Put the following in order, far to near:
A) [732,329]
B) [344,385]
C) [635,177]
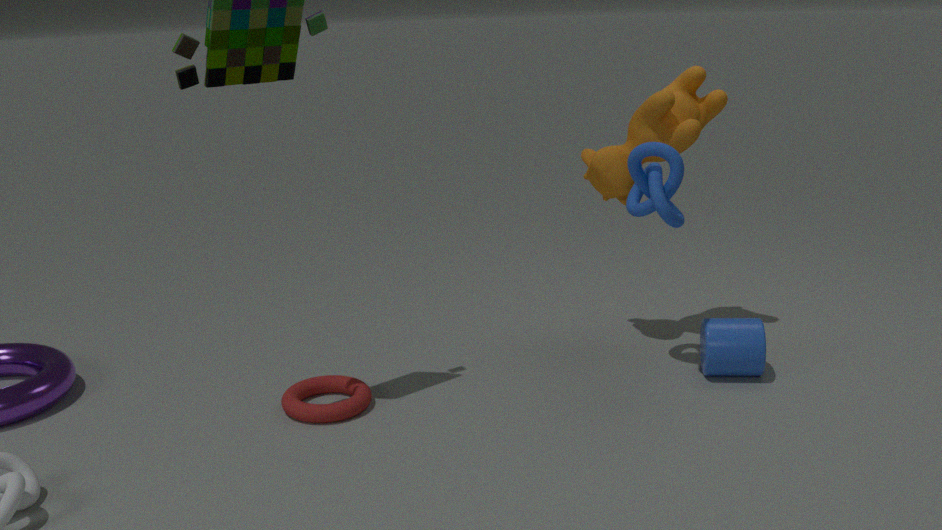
1. [344,385]
2. [732,329]
3. [635,177]
